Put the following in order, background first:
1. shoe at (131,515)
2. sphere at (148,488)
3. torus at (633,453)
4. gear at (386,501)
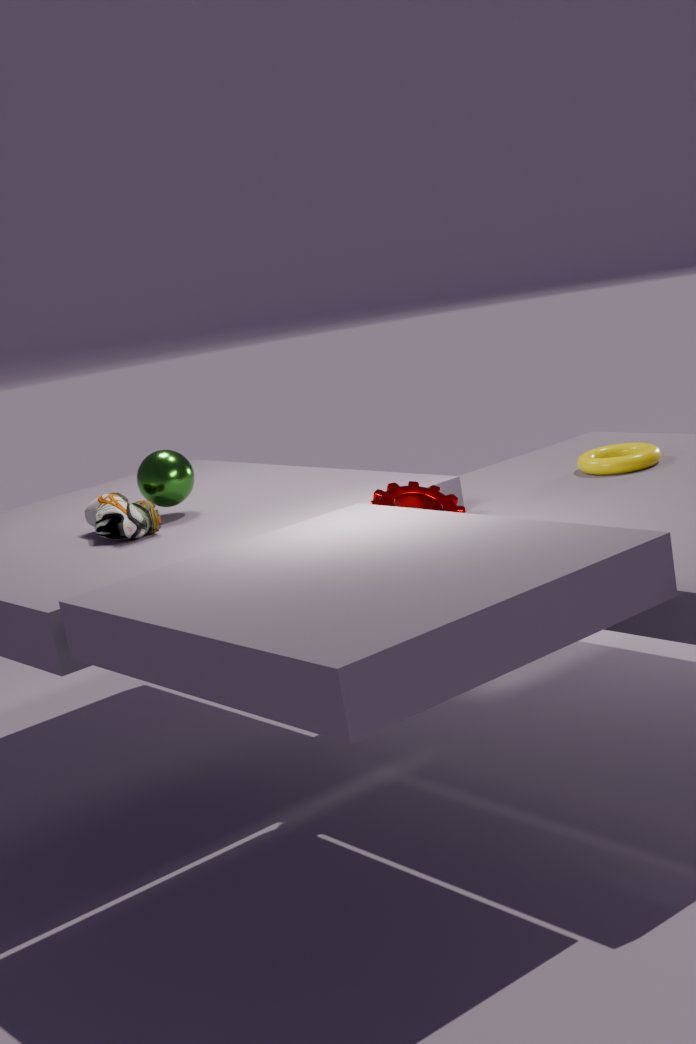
torus at (633,453)
sphere at (148,488)
shoe at (131,515)
gear at (386,501)
